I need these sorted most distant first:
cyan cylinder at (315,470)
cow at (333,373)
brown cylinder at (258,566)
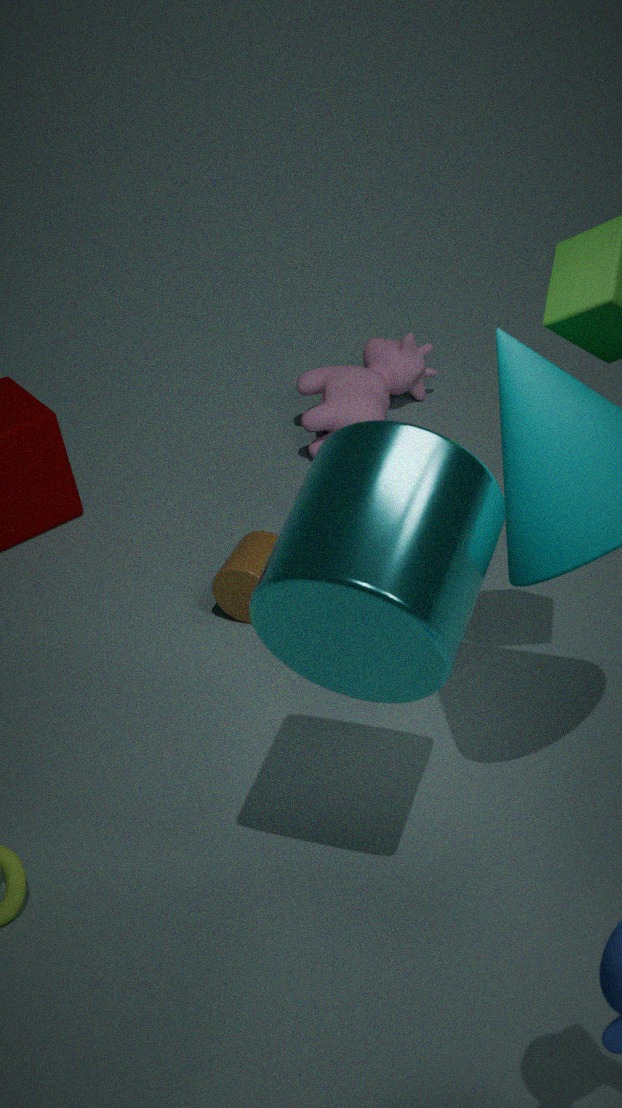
cow at (333,373)
brown cylinder at (258,566)
cyan cylinder at (315,470)
